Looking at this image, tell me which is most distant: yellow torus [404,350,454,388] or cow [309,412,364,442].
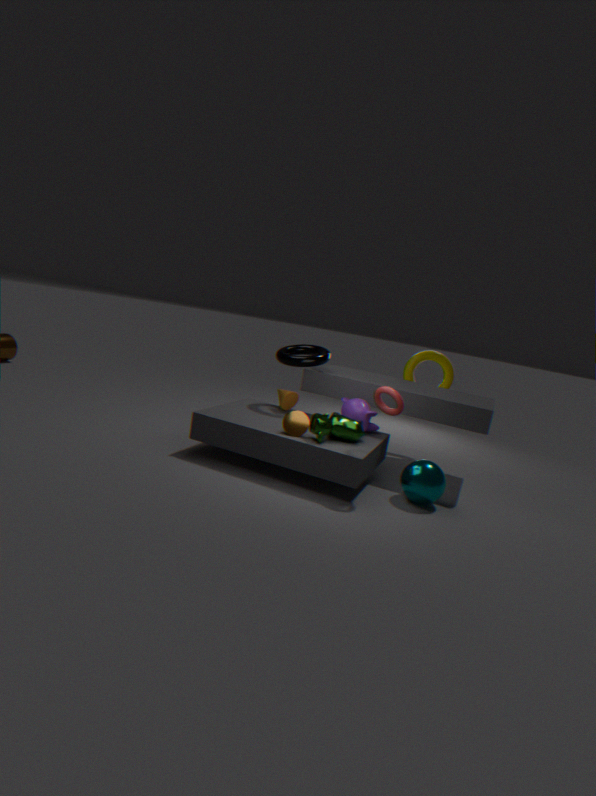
yellow torus [404,350,454,388]
